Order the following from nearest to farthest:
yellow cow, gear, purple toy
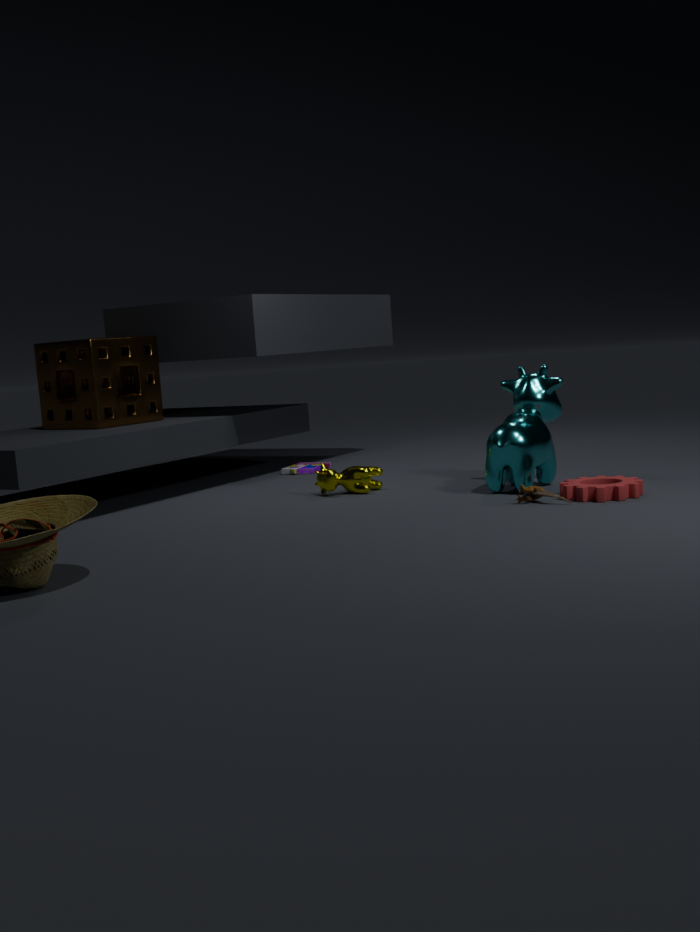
1. gear
2. yellow cow
3. purple toy
